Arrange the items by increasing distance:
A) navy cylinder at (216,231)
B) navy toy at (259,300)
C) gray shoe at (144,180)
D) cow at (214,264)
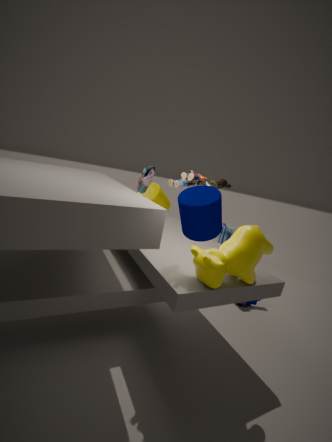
navy cylinder at (216,231) < cow at (214,264) < navy toy at (259,300) < gray shoe at (144,180)
